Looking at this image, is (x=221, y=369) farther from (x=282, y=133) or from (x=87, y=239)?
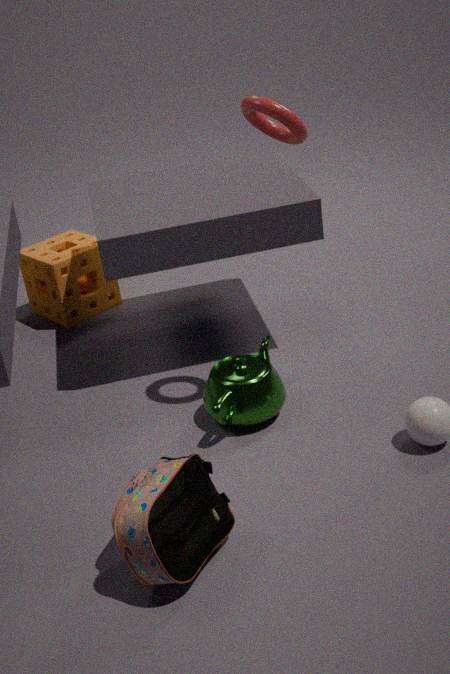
(x=87, y=239)
